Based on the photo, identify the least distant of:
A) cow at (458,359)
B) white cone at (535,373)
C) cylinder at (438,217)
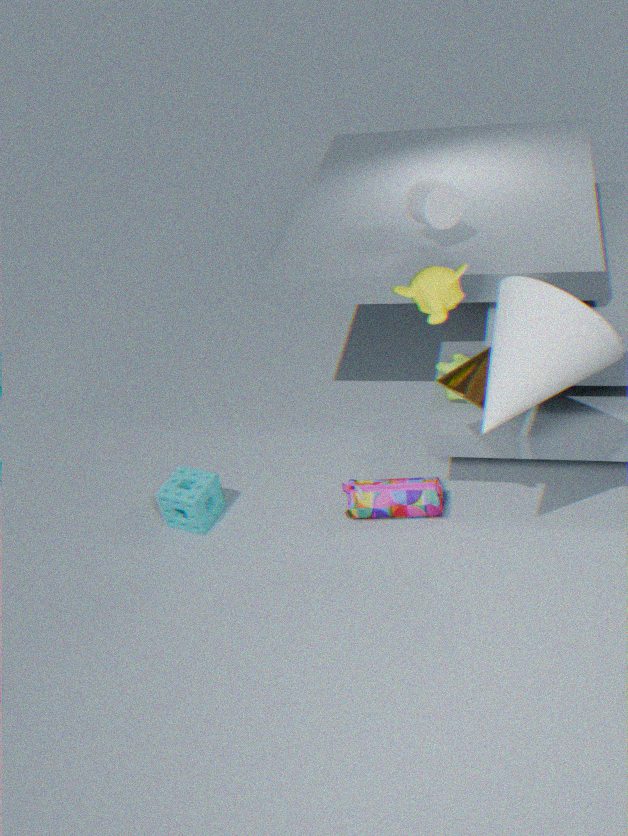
white cone at (535,373)
